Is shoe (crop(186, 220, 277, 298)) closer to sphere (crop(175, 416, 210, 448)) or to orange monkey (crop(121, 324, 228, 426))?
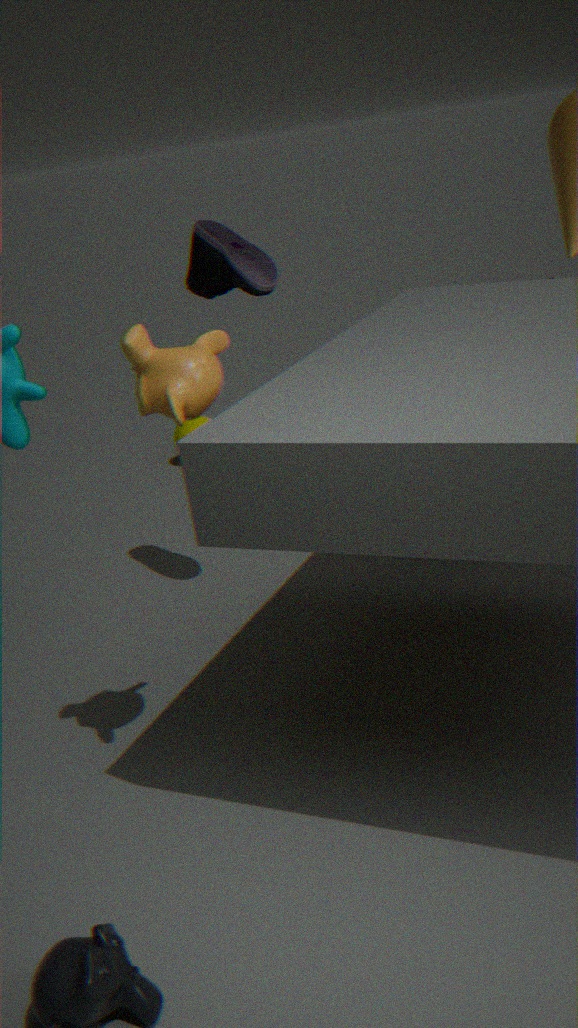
orange monkey (crop(121, 324, 228, 426))
